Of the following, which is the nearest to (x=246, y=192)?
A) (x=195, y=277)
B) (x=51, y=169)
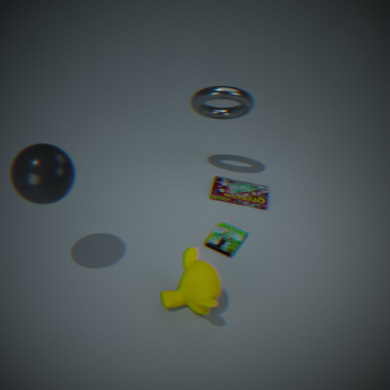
(x=195, y=277)
